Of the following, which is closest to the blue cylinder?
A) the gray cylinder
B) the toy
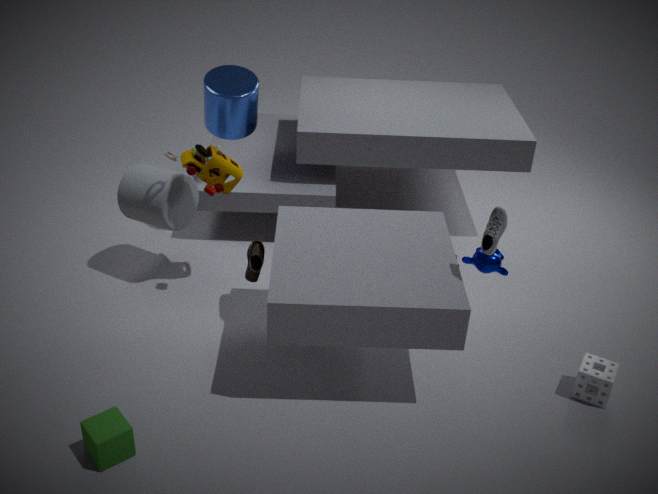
the toy
